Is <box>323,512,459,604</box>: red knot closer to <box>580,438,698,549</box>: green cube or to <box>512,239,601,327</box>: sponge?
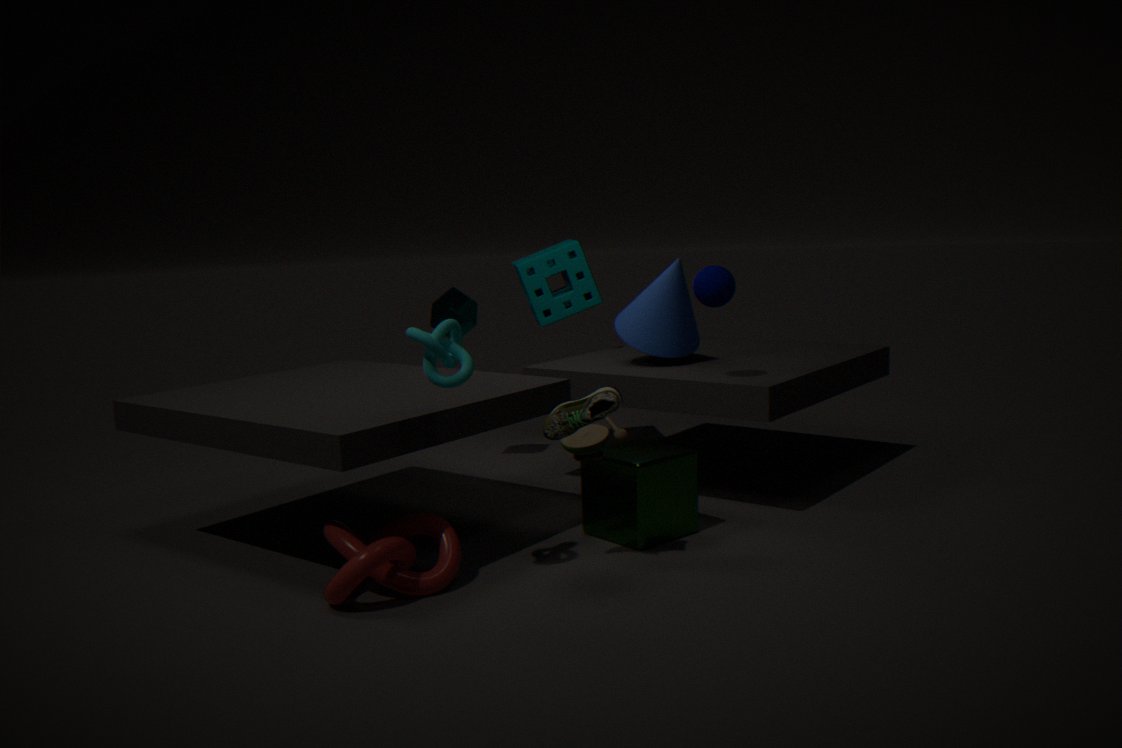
<box>580,438,698,549</box>: green cube
